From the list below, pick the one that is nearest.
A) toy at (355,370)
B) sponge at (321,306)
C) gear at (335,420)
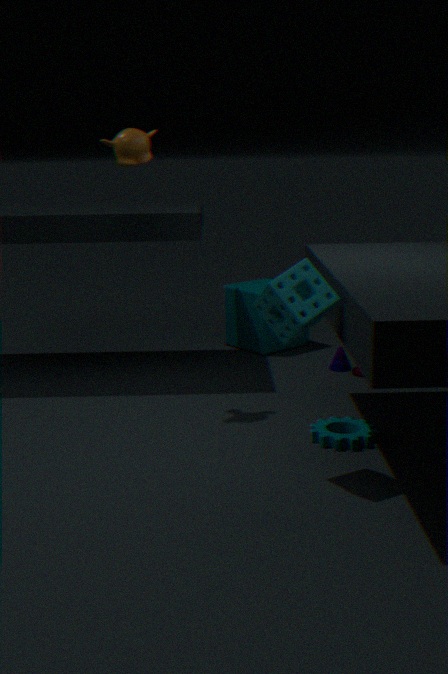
sponge at (321,306)
